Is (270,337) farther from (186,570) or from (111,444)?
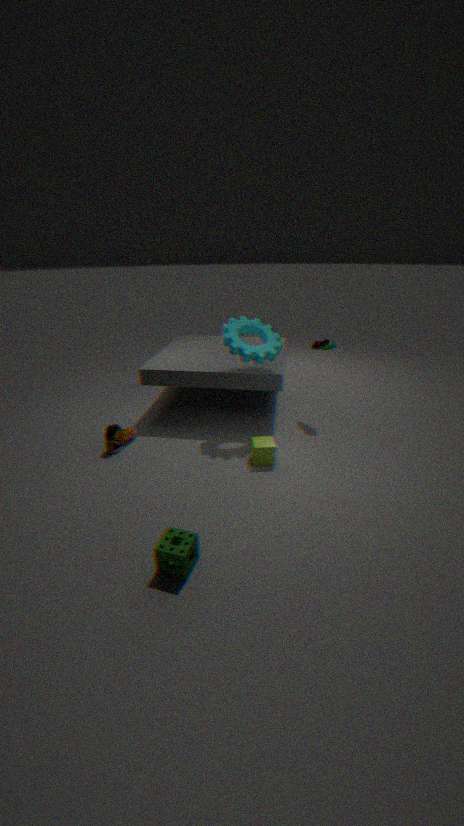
(186,570)
